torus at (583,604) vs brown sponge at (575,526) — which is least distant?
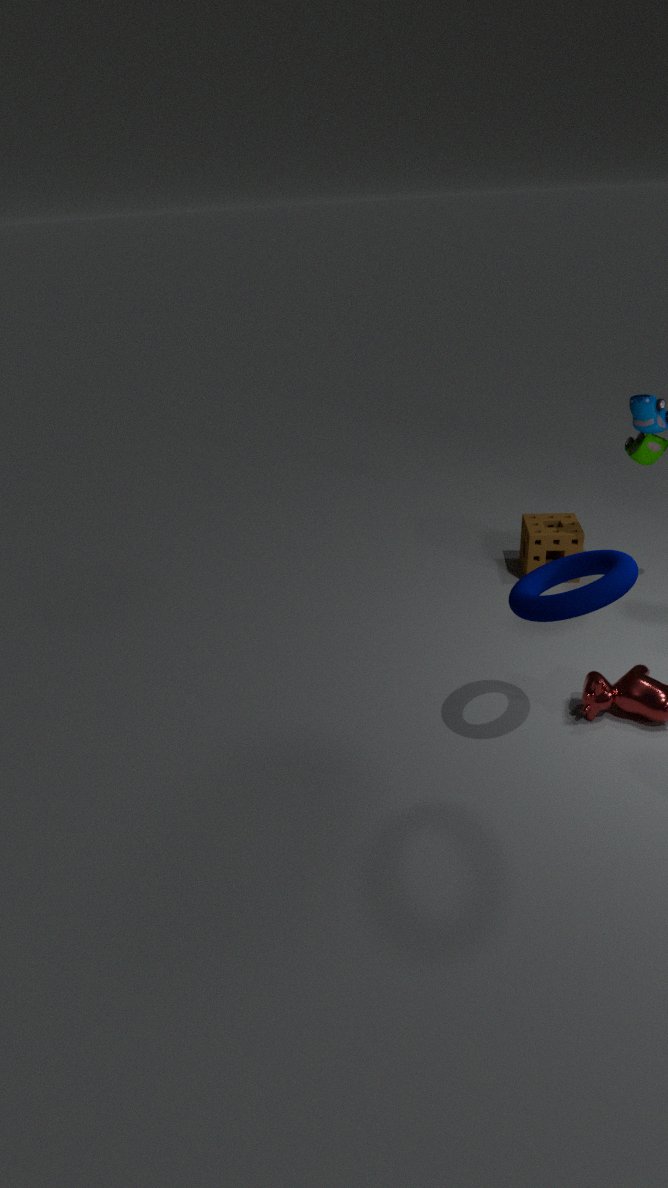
torus at (583,604)
